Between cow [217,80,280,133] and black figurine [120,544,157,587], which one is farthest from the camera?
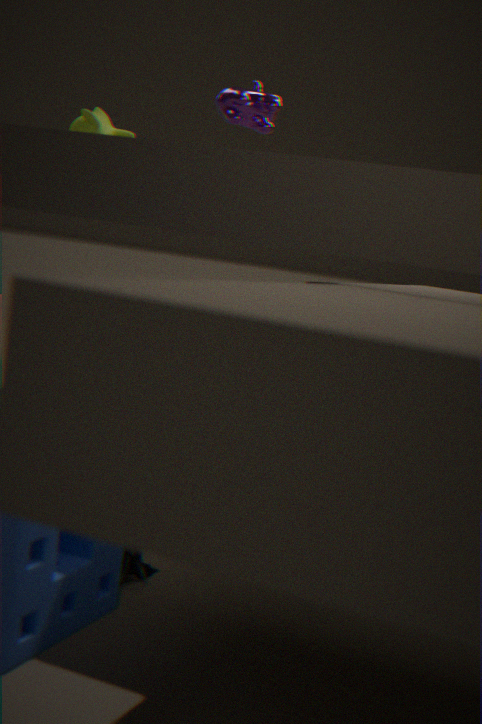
cow [217,80,280,133]
